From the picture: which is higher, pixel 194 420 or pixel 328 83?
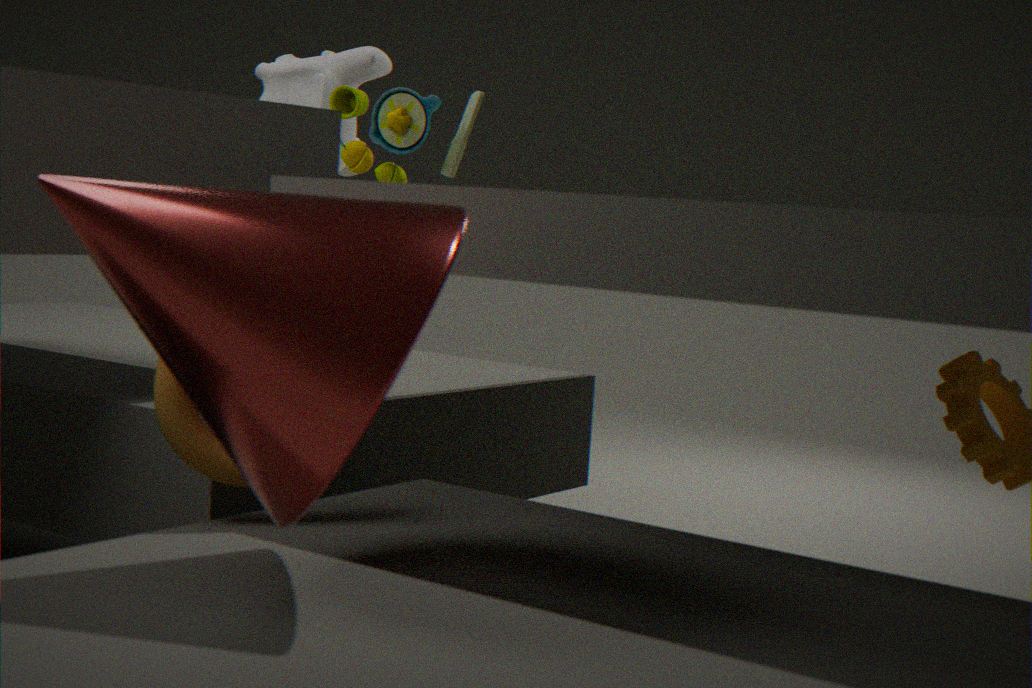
pixel 328 83
